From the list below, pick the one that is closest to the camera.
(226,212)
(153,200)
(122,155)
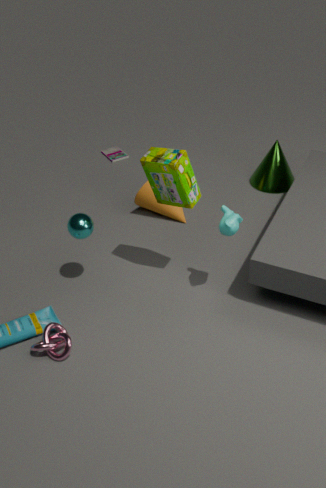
(226,212)
